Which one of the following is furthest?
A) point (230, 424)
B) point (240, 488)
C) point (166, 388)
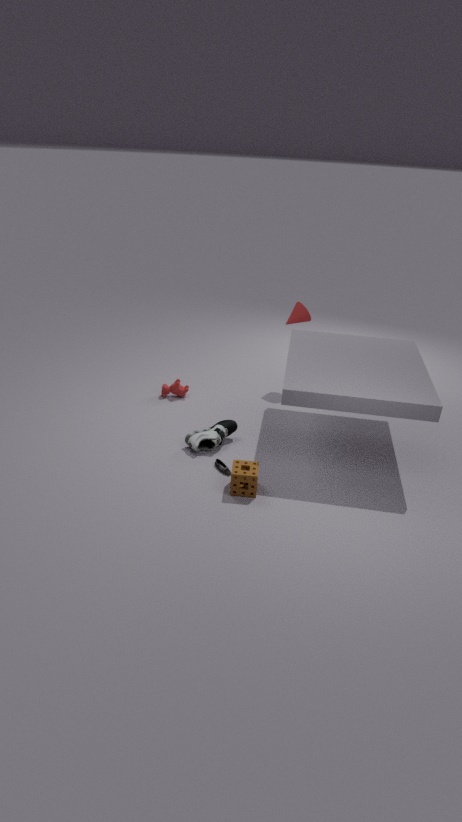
point (166, 388)
